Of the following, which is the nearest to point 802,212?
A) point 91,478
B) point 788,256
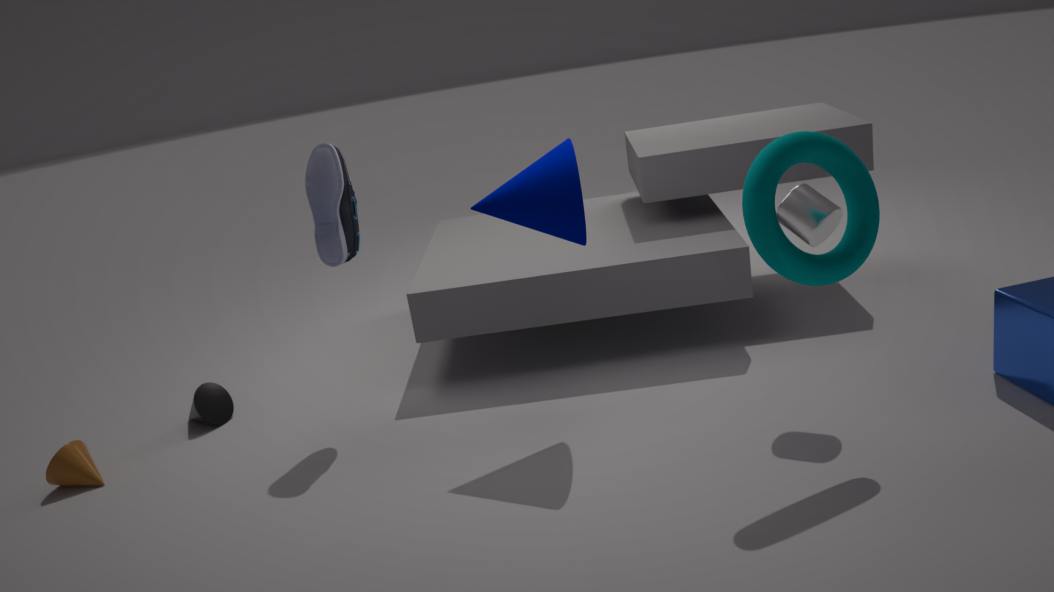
point 788,256
